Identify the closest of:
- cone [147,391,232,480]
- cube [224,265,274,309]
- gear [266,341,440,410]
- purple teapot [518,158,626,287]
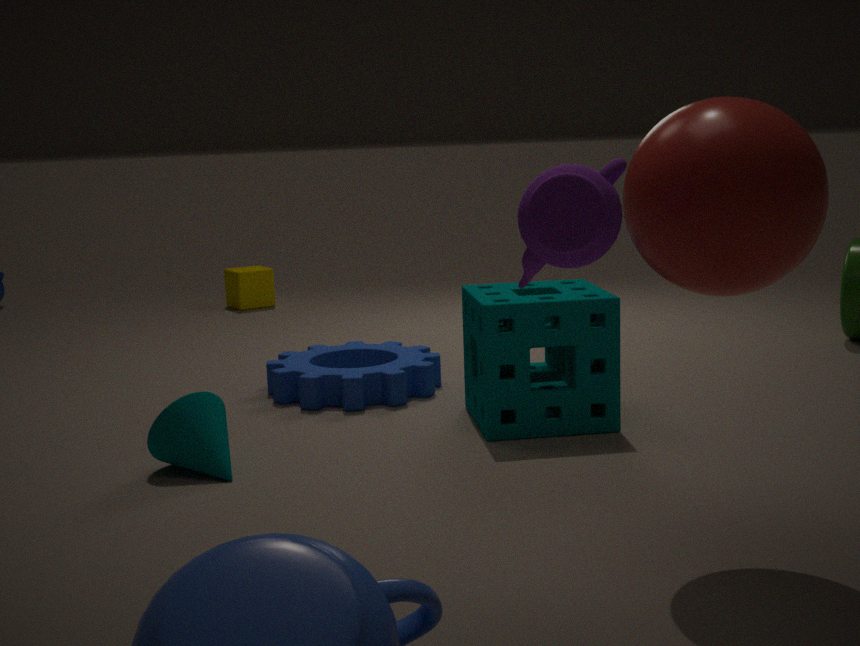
purple teapot [518,158,626,287]
